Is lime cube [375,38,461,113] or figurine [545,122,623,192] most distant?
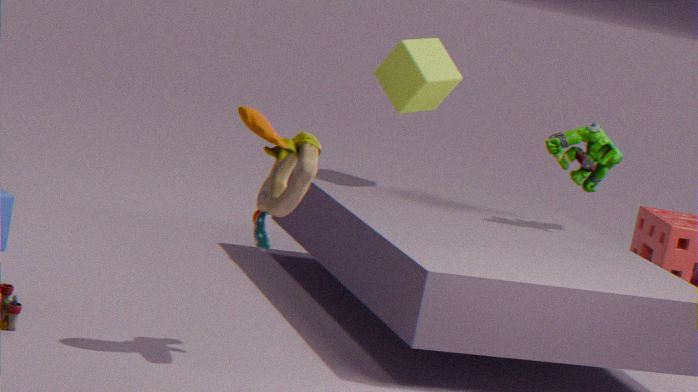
lime cube [375,38,461,113]
